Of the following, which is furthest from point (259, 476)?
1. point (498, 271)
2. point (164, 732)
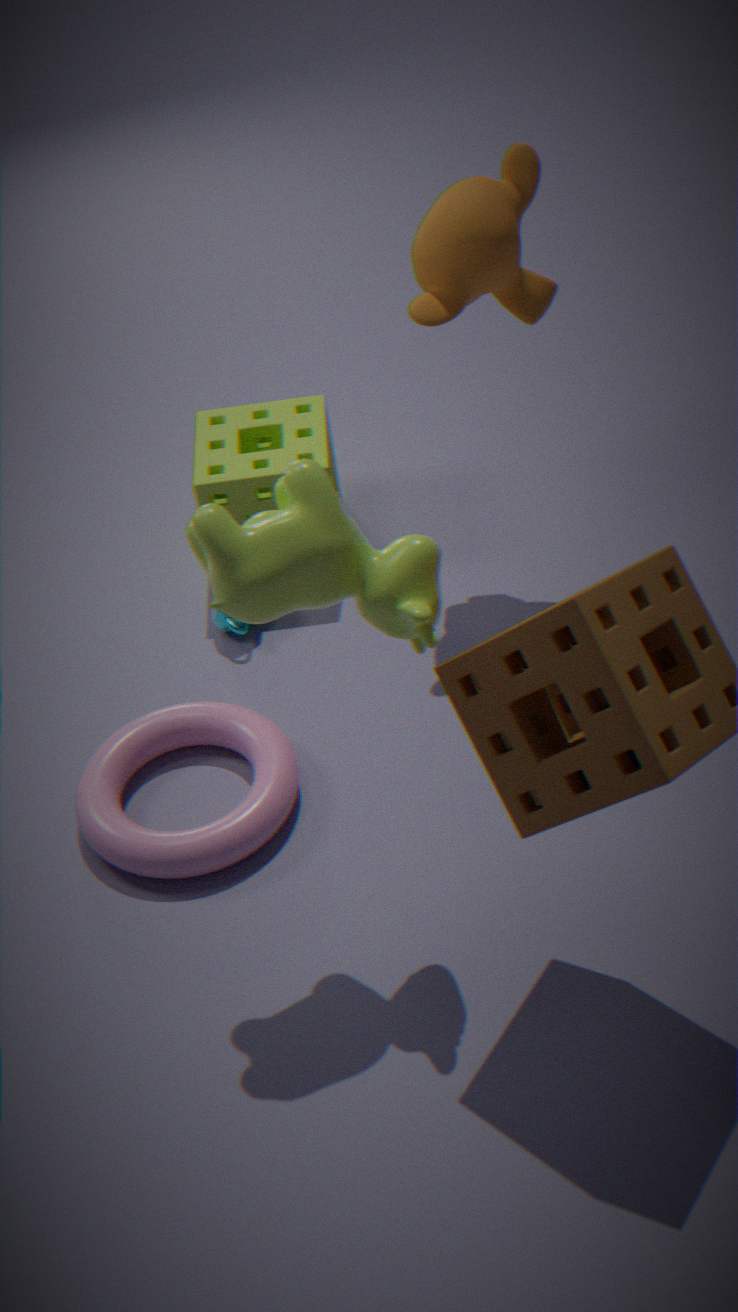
point (164, 732)
